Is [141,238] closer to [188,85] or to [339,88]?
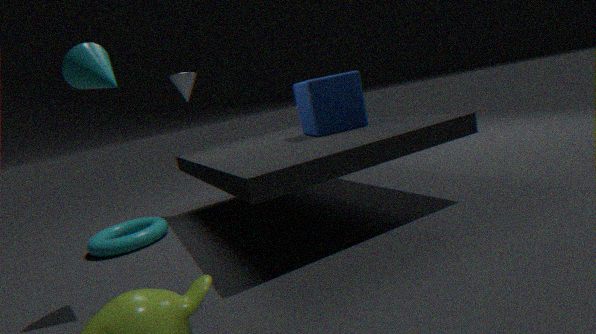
[188,85]
